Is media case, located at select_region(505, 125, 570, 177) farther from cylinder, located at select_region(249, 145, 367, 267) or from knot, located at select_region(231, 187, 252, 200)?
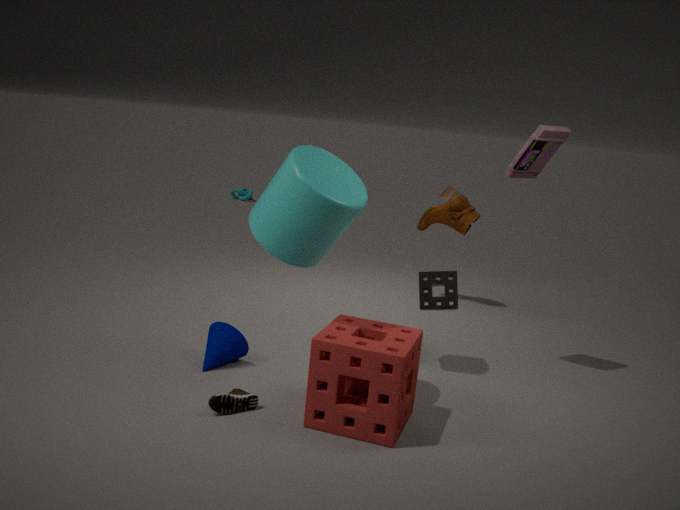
knot, located at select_region(231, 187, 252, 200)
